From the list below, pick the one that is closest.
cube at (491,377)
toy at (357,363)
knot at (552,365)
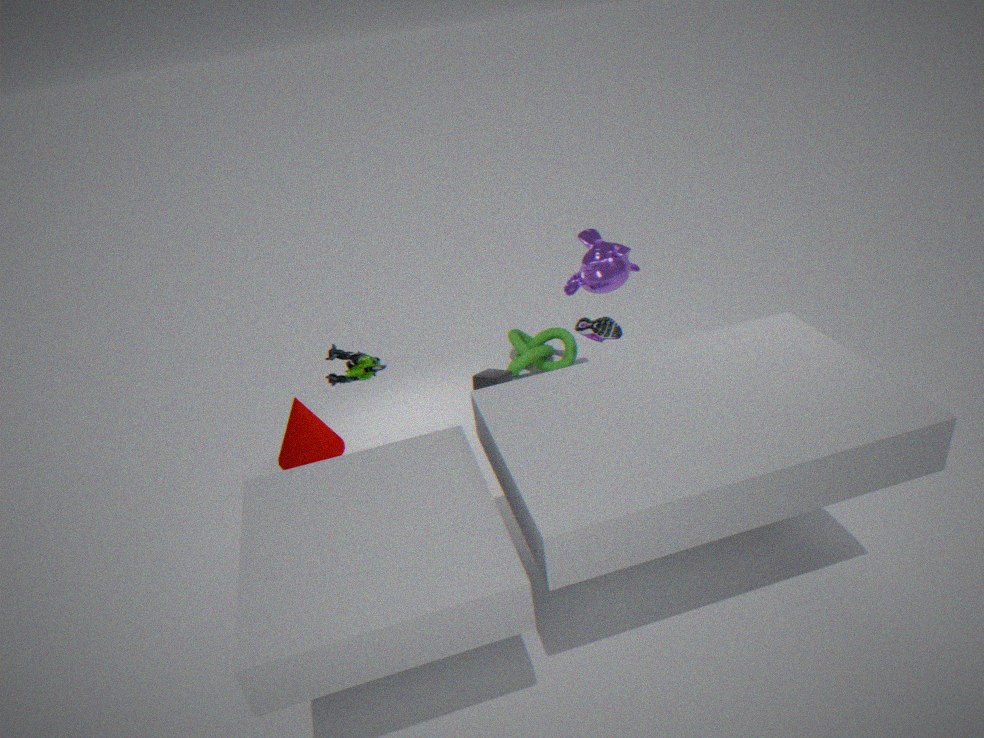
toy at (357,363)
